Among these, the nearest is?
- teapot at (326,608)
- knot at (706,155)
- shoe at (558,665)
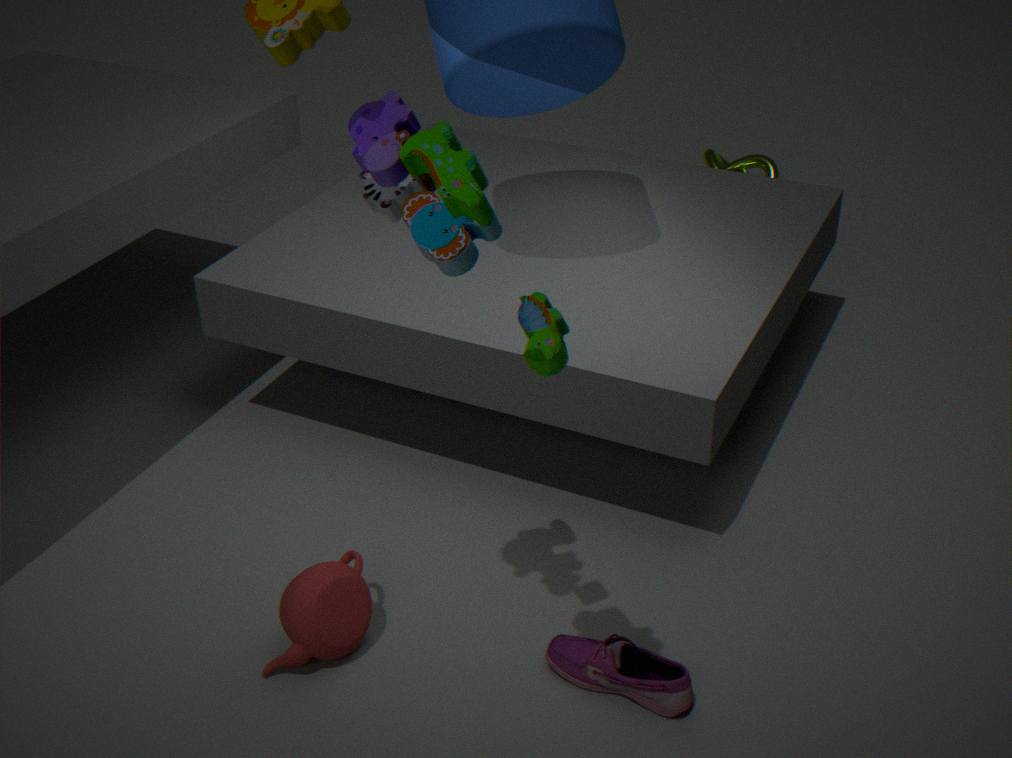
shoe at (558,665)
